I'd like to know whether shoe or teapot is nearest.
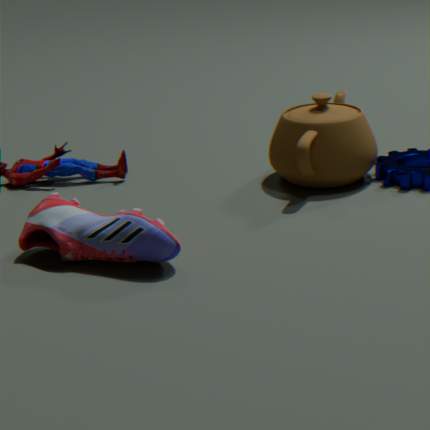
shoe
